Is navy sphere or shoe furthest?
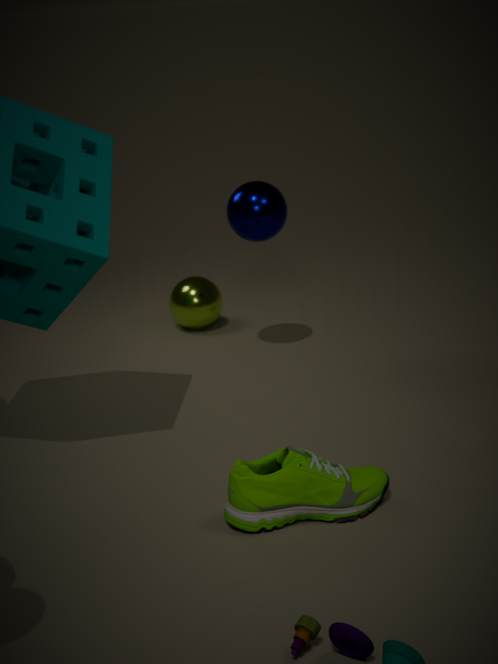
navy sphere
